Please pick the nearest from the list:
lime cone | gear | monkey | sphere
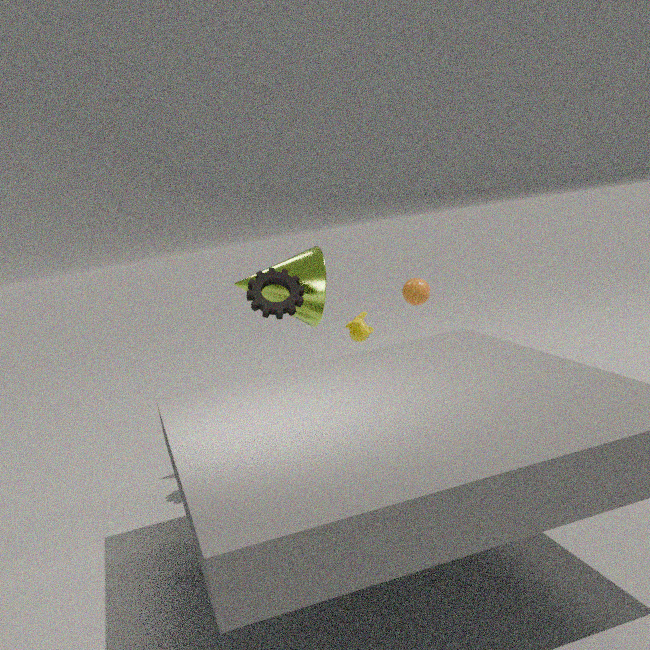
gear
